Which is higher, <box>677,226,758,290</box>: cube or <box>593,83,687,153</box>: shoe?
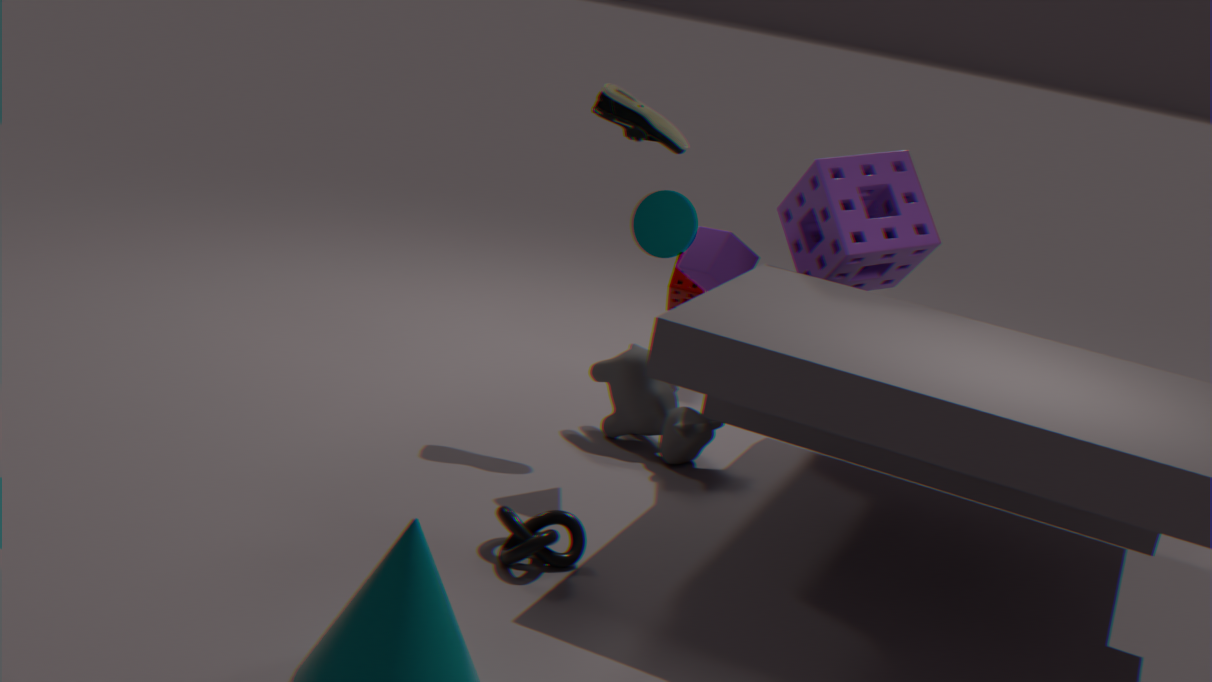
<box>593,83,687,153</box>: shoe
